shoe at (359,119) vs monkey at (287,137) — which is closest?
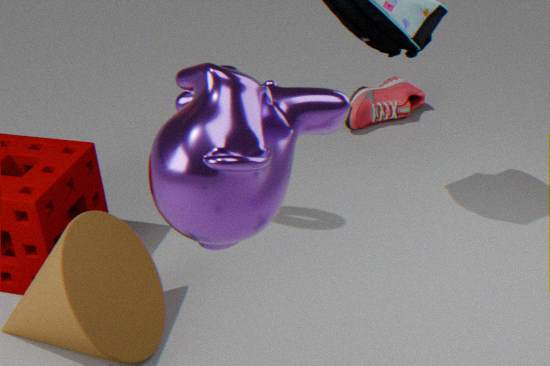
monkey at (287,137)
